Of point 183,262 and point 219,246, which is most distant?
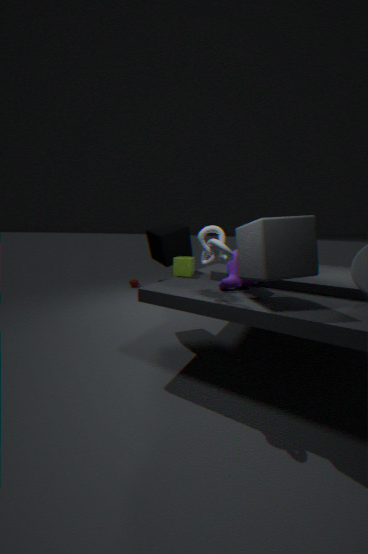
point 183,262
